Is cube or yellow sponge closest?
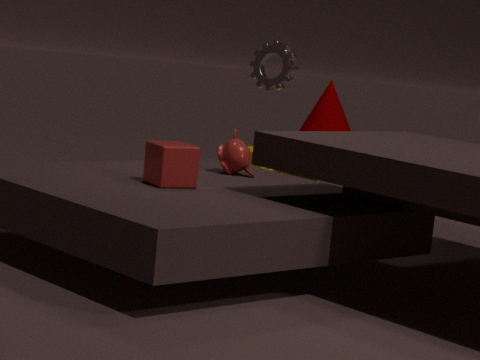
cube
